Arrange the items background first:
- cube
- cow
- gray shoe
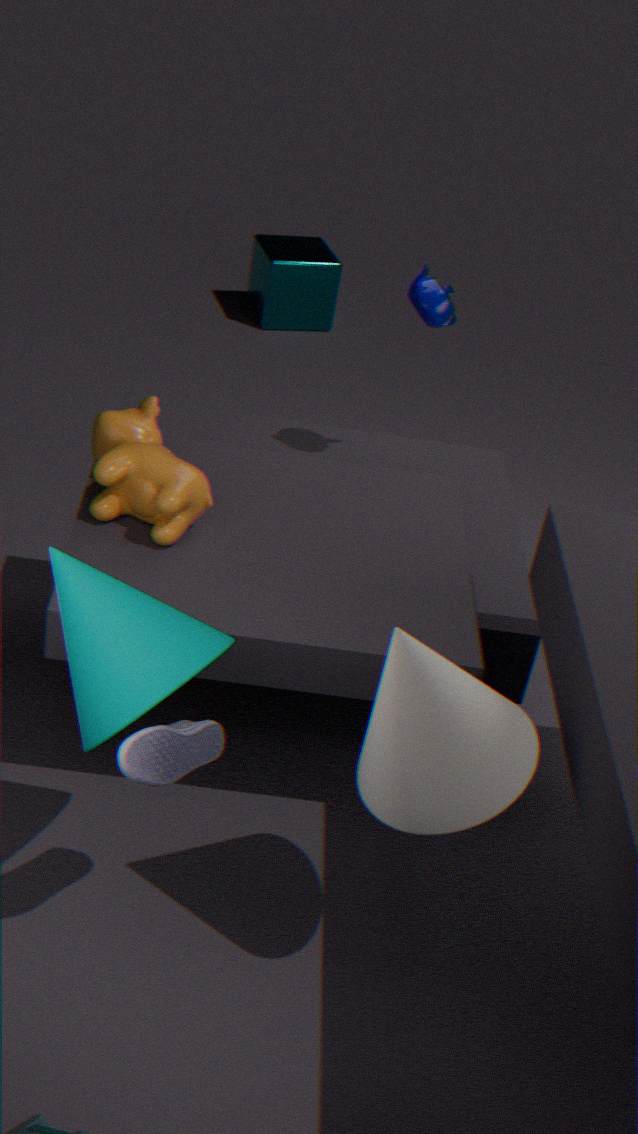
1. cube
2. cow
3. gray shoe
